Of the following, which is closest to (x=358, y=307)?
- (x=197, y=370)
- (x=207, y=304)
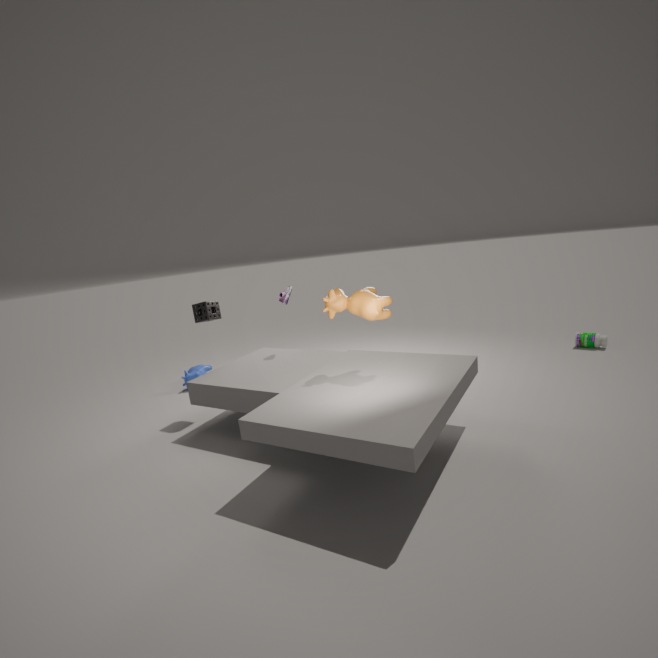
(x=207, y=304)
